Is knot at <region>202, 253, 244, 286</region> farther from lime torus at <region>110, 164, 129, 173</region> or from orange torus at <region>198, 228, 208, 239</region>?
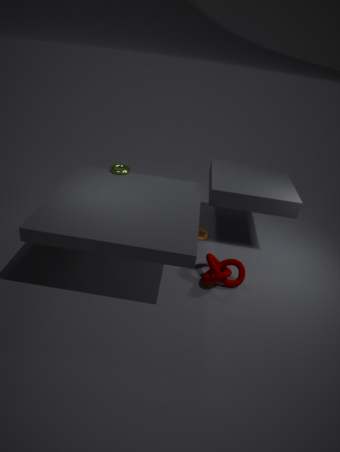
lime torus at <region>110, 164, 129, 173</region>
